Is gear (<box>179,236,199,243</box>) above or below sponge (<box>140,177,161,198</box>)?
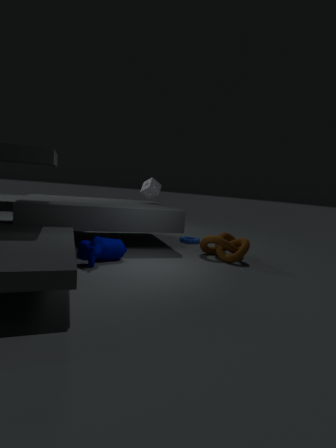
below
